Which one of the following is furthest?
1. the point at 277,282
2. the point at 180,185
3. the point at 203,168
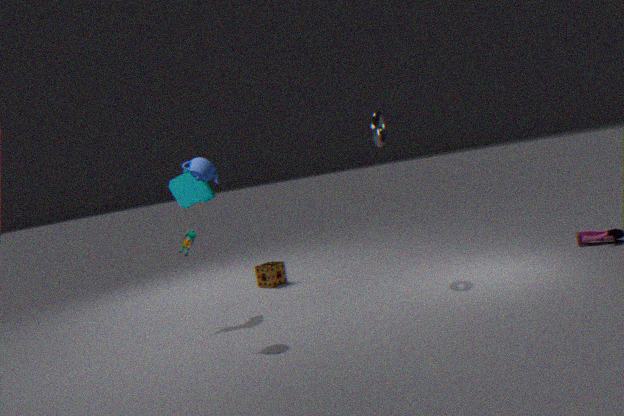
the point at 277,282
